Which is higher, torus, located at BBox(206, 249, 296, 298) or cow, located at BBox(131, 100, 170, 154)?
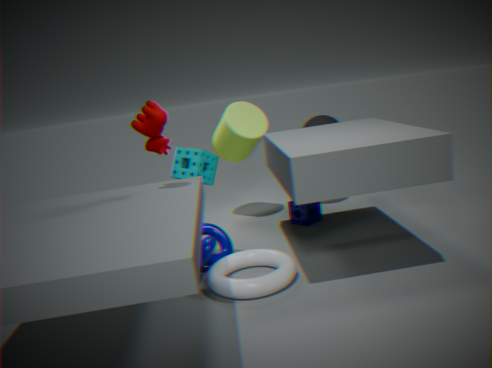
cow, located at BBox(131, 100, 170, 154)
